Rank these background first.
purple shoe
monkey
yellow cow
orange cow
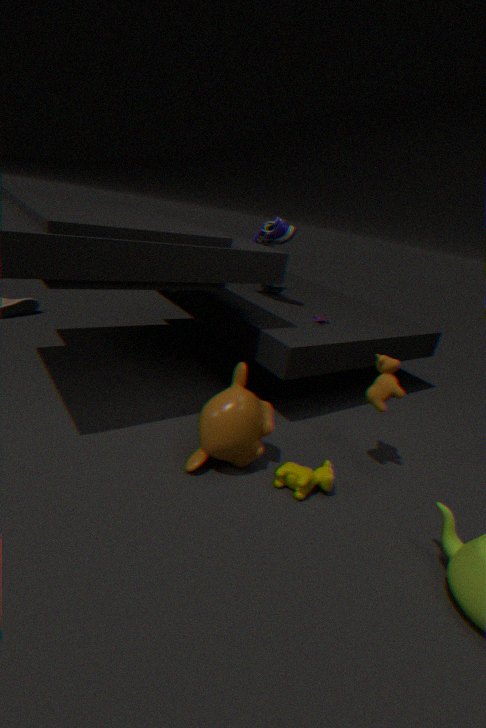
purple shoe → orange cow → yellow cow → monkey
